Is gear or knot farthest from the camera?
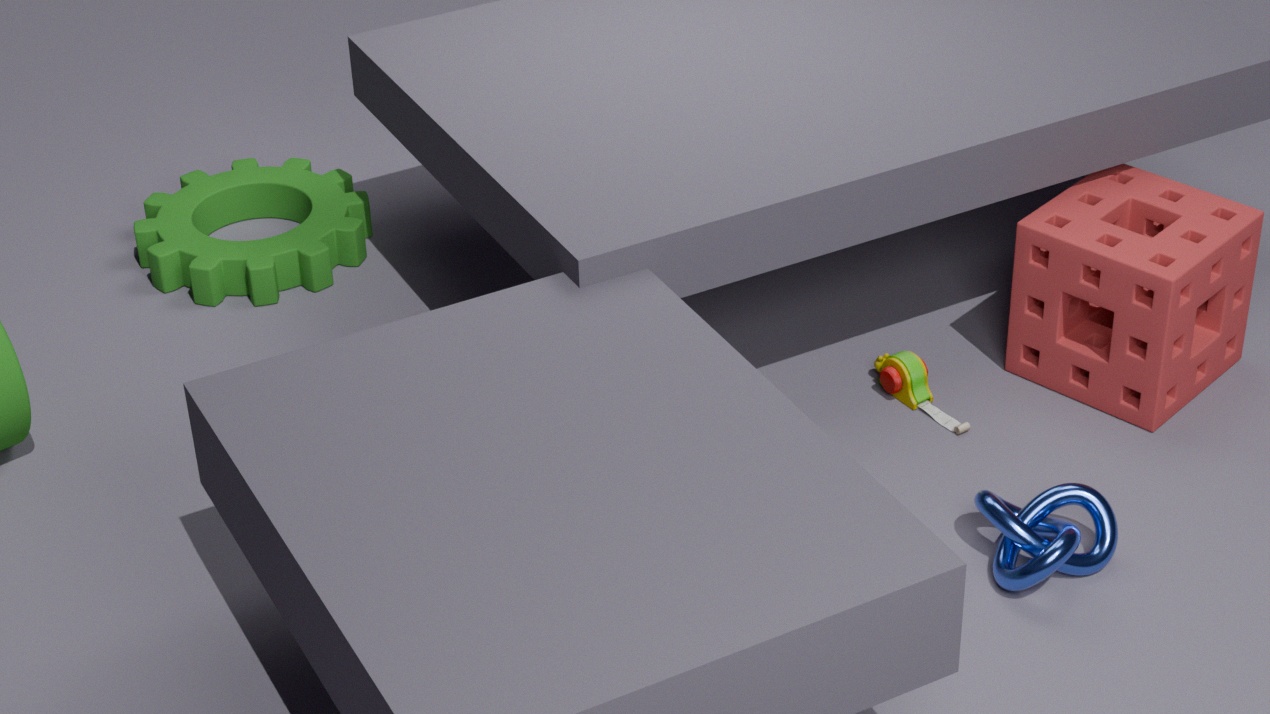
gear
